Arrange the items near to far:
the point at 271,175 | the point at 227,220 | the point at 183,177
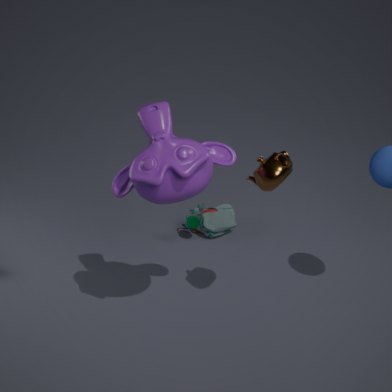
the point at 183,177 → the point at 271,175 → the point at 227,220
